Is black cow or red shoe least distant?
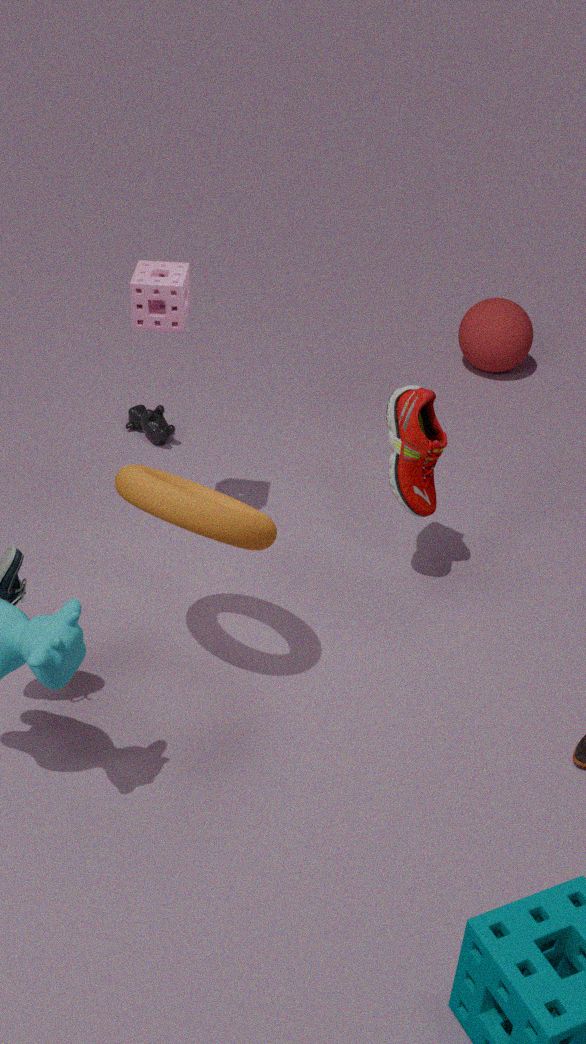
red shoe
